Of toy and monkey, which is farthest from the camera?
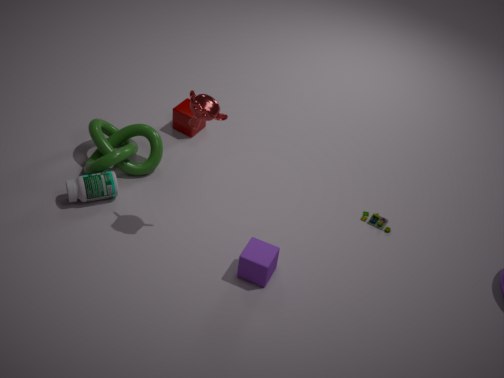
toy
